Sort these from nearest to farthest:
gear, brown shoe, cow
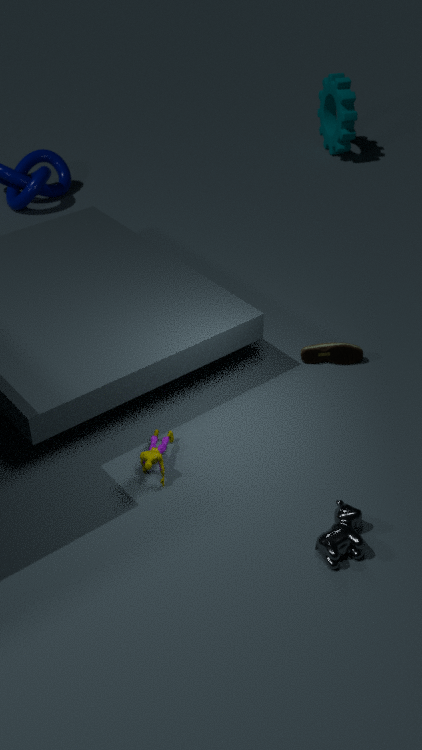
1. cow
2. brown shoe
3. gear
